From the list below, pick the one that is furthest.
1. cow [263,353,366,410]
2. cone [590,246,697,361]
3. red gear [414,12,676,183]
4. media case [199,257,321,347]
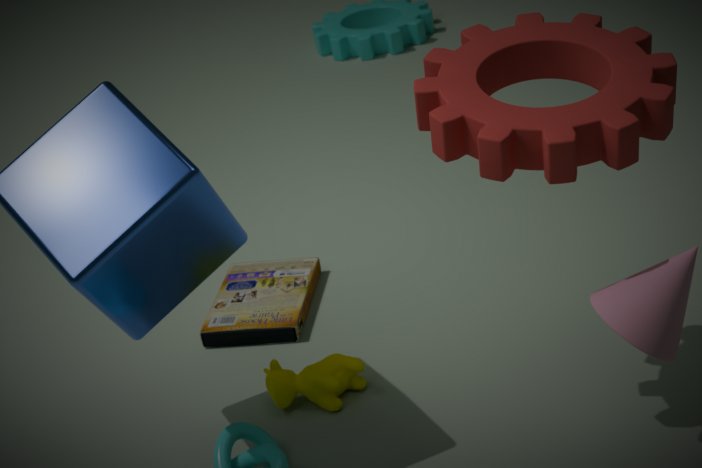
media case [199,257,321,347]
